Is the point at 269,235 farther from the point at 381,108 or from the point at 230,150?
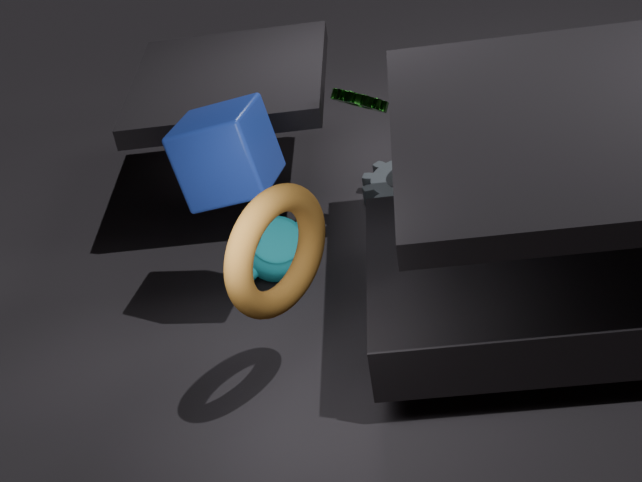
the point at 381,108
